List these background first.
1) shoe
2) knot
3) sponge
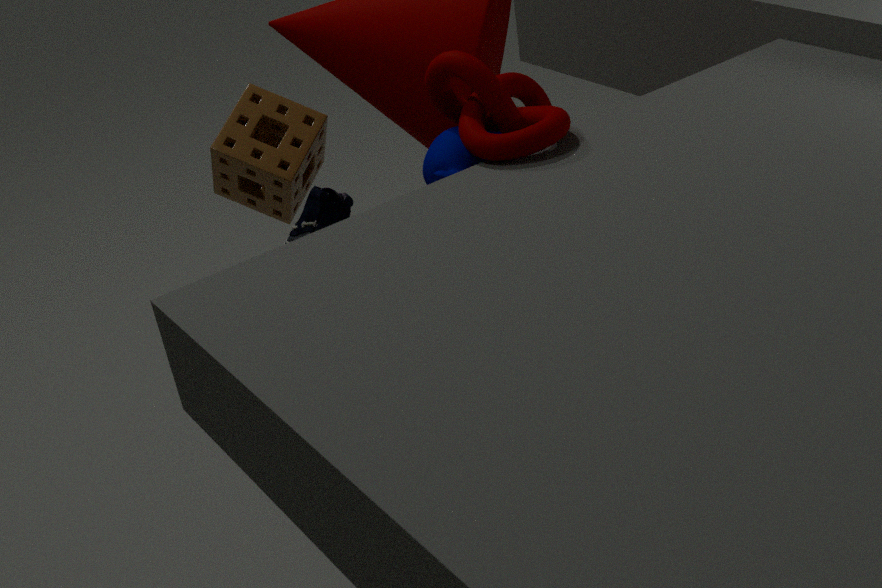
1. 3. sponge
2. 1. shoe
3. 2. knot
